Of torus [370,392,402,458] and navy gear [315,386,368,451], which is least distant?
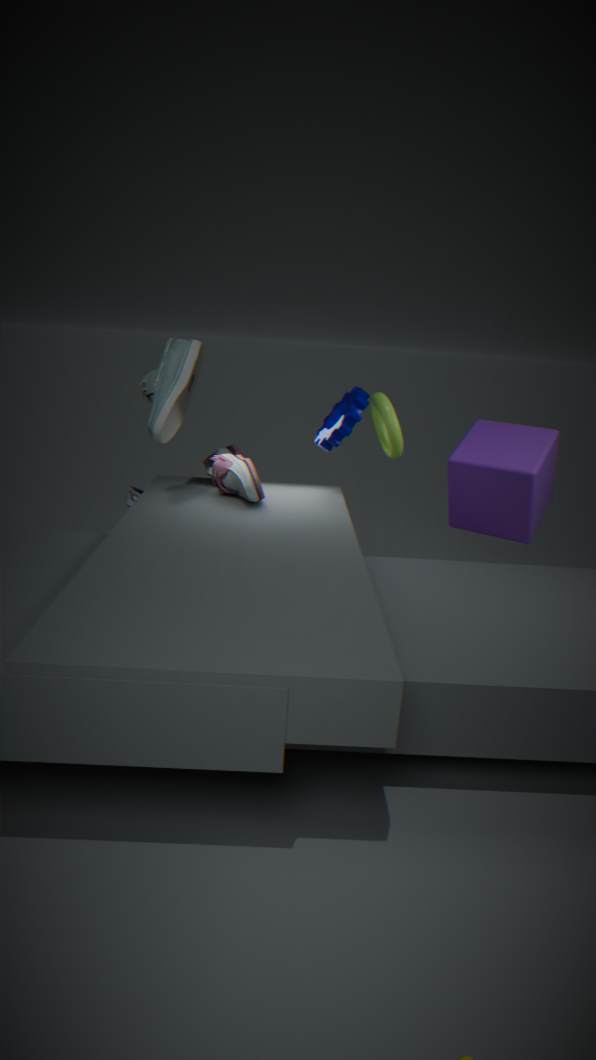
navy gear [315,386,368,451]
